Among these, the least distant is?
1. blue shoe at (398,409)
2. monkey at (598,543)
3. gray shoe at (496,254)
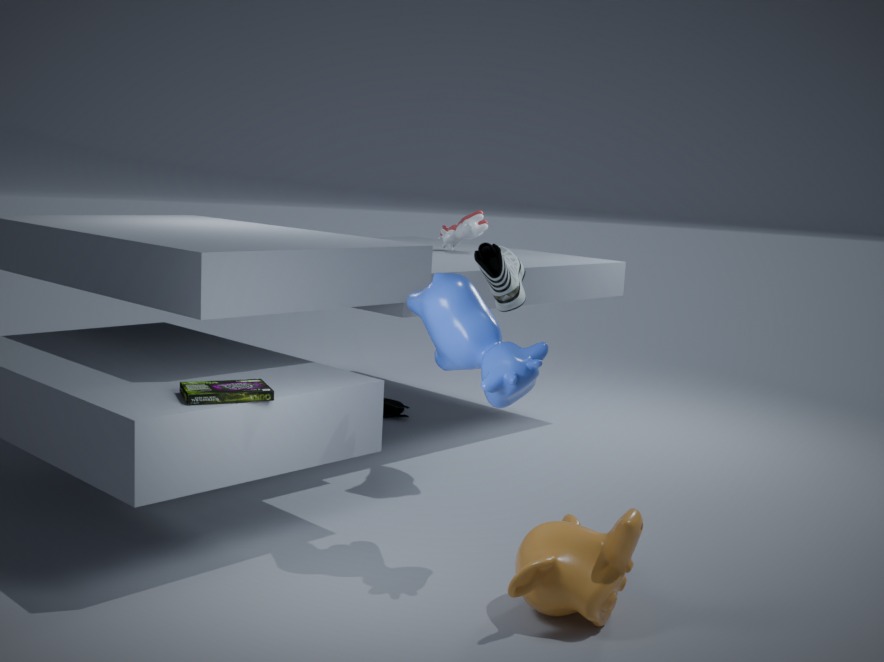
monkey at (598,543)
